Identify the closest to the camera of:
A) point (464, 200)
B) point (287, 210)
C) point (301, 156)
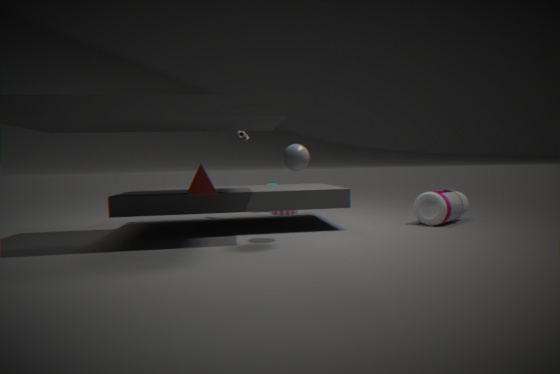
point (301, 156)
